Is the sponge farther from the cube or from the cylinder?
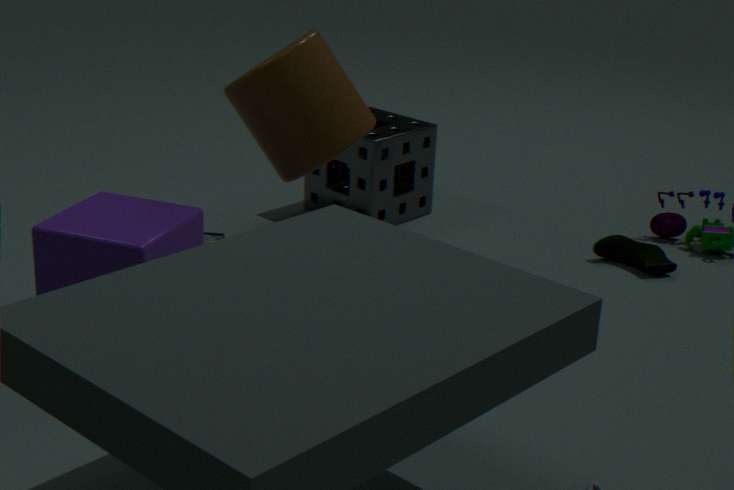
the cube
